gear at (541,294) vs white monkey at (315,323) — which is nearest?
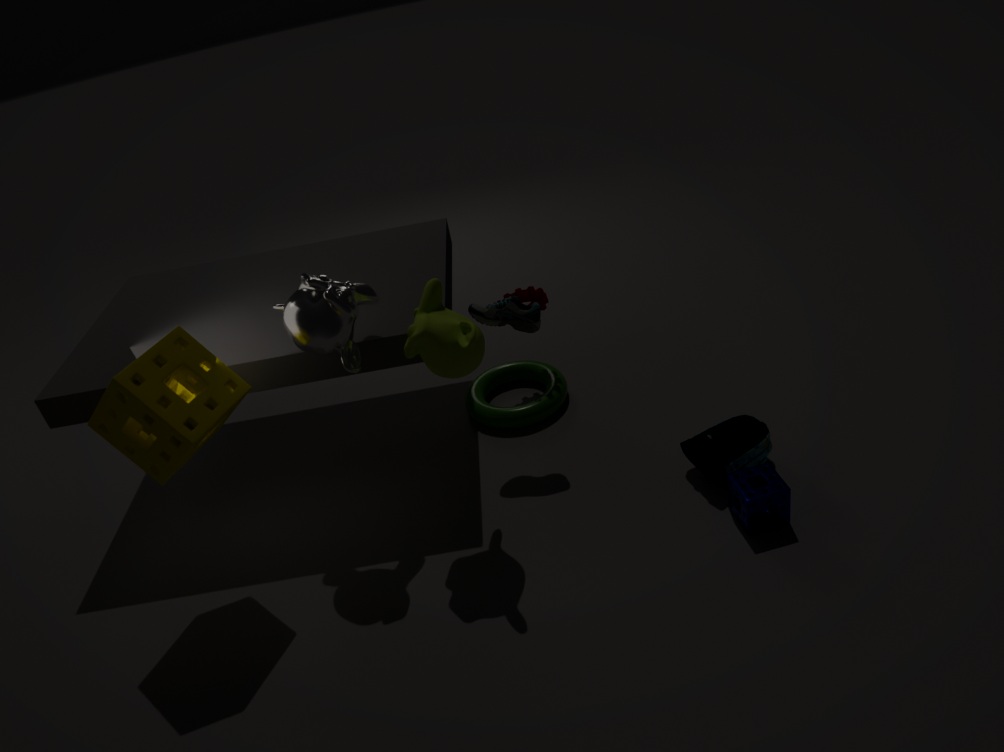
white monkey at (315,323)
